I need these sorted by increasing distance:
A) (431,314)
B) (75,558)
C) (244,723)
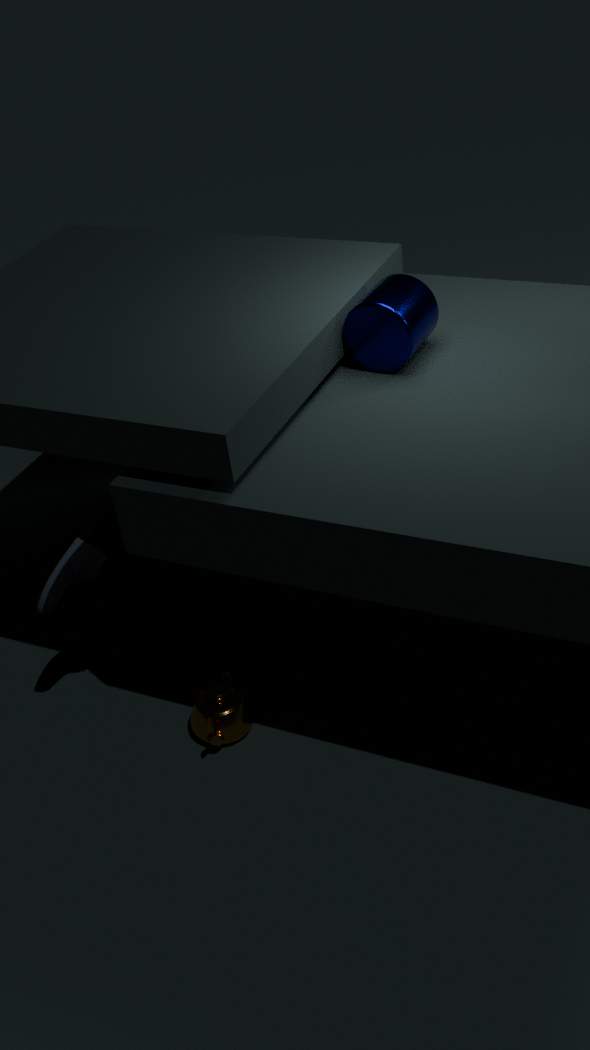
(431,314), (75,558), (244,723)
